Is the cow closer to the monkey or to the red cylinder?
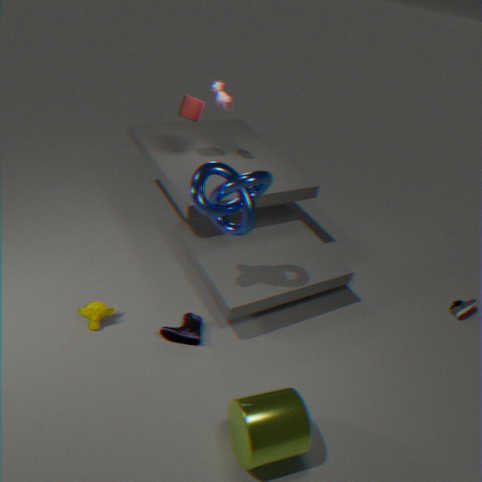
the red cylinder
